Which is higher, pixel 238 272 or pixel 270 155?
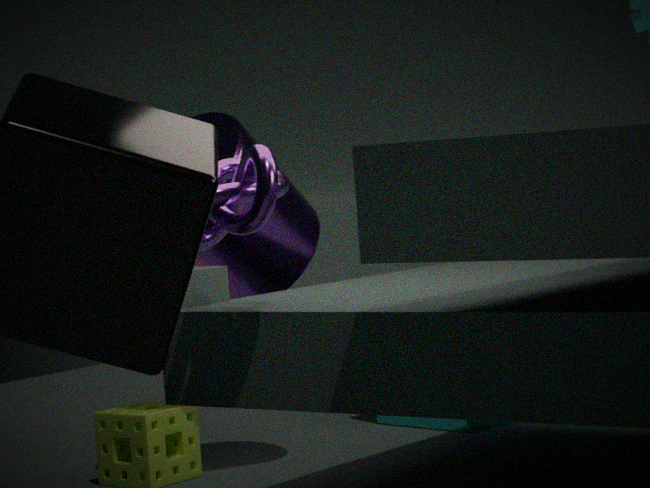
pixel 270 155
